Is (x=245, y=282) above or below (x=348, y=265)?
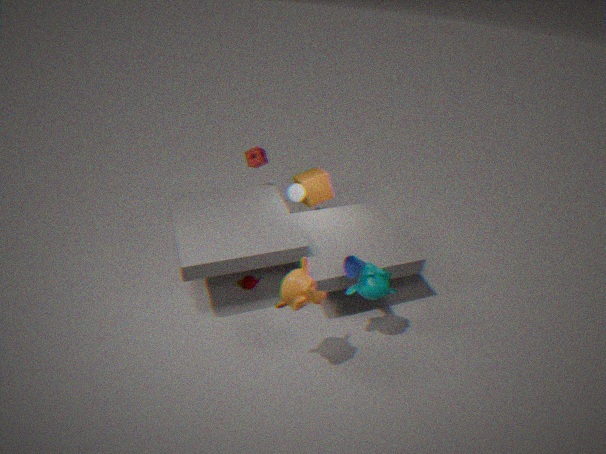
below
